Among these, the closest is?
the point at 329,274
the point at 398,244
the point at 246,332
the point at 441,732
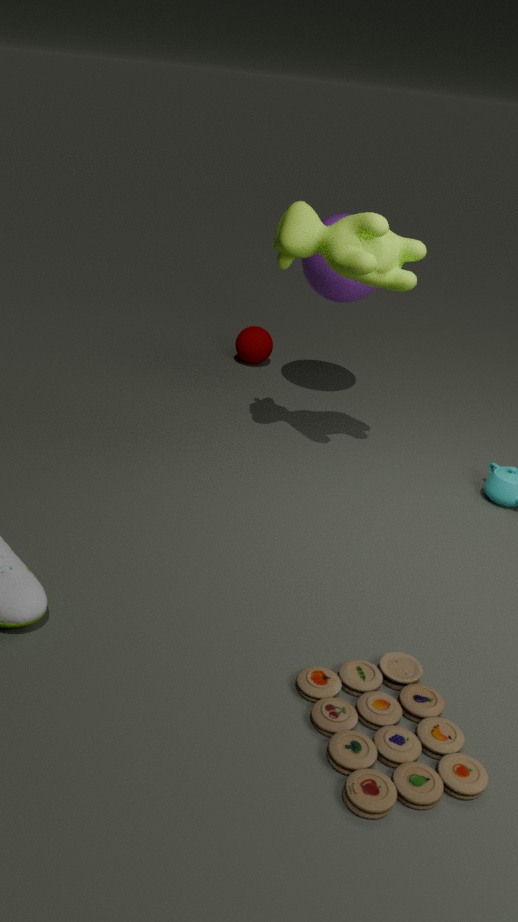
the point at 441,732
